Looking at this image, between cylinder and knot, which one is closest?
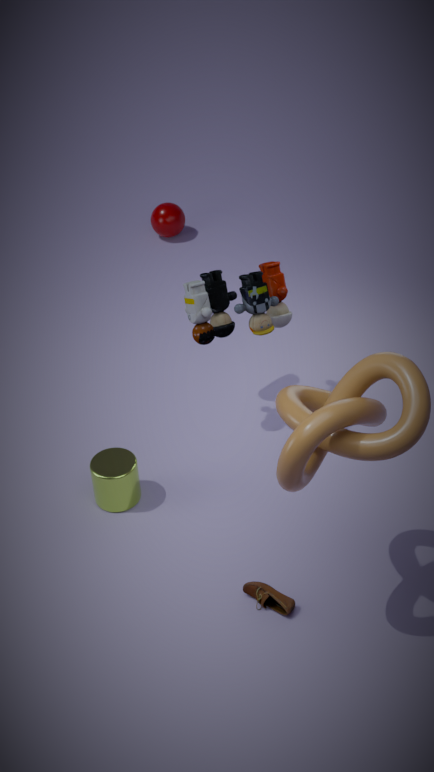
knot
